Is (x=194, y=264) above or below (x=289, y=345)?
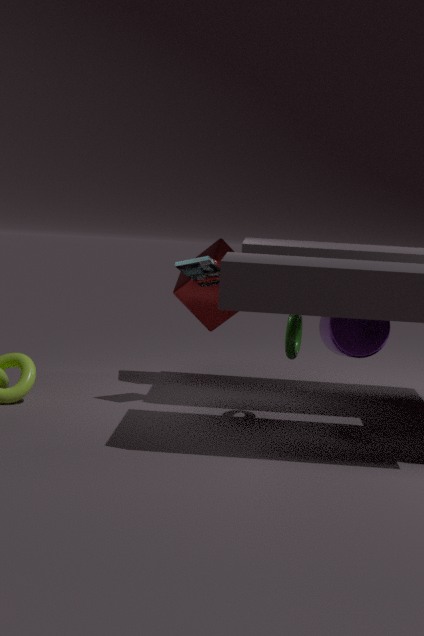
above
